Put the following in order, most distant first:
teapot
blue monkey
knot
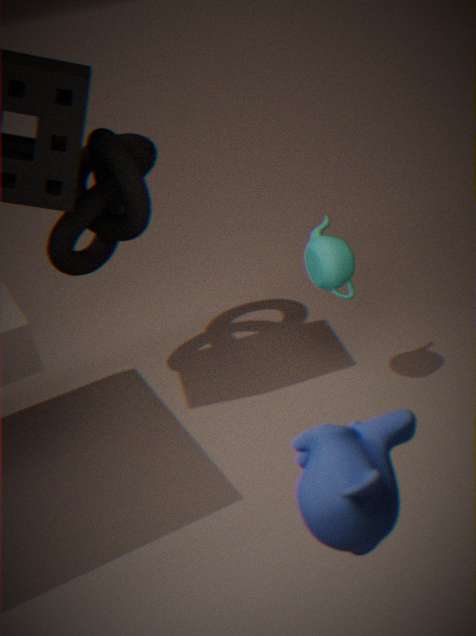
Answer: 1. knot
2. teapot
3. blue monkey
